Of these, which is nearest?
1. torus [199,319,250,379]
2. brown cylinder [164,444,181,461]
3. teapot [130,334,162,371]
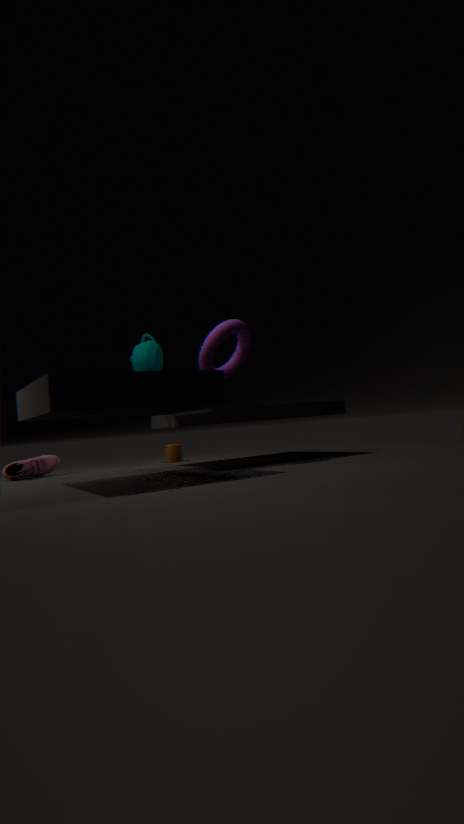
torus [199,319,250,379]
